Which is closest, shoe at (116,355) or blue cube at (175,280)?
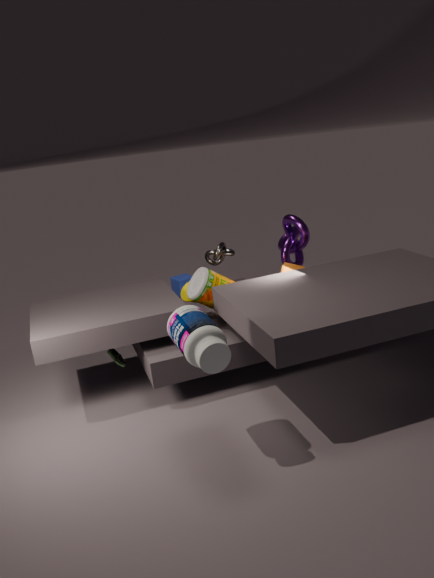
shoe at (116,355)
